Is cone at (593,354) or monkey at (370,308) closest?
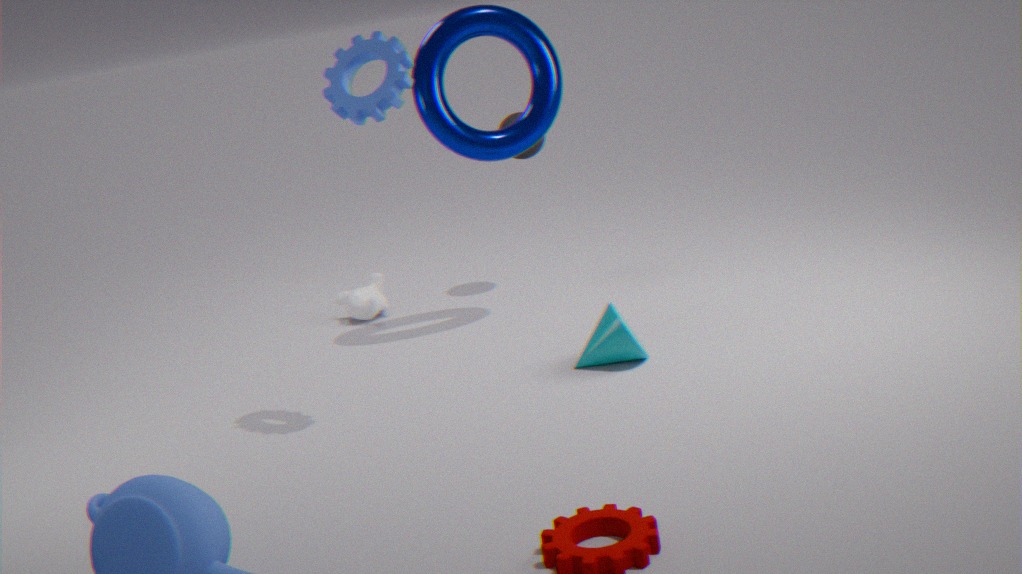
cone at (593,354)
